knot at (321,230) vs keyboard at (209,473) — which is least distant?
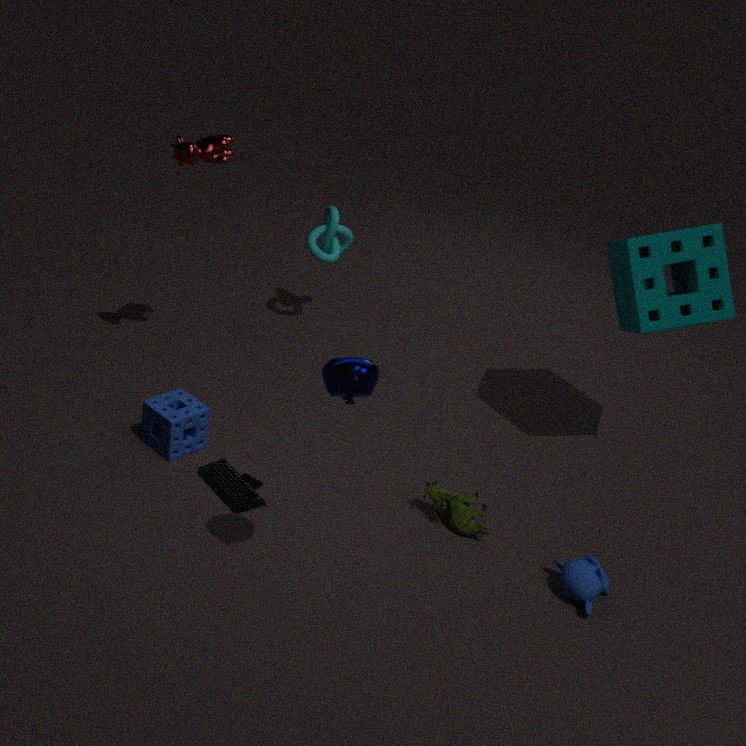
keyboard at (209,473)
